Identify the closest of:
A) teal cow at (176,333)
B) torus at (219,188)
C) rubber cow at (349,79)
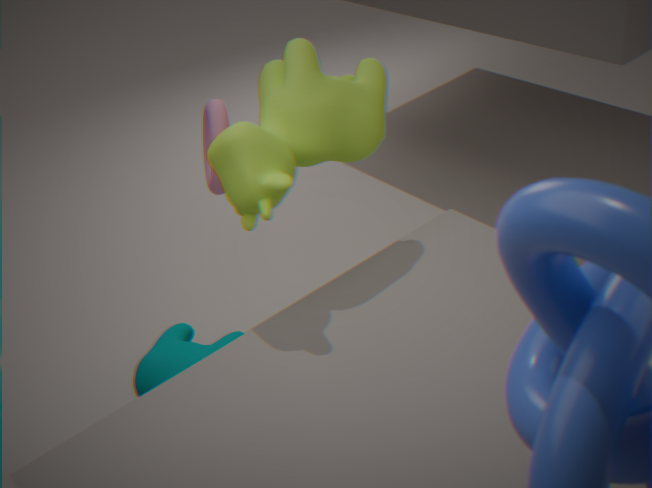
rubber cow at (349,79)
